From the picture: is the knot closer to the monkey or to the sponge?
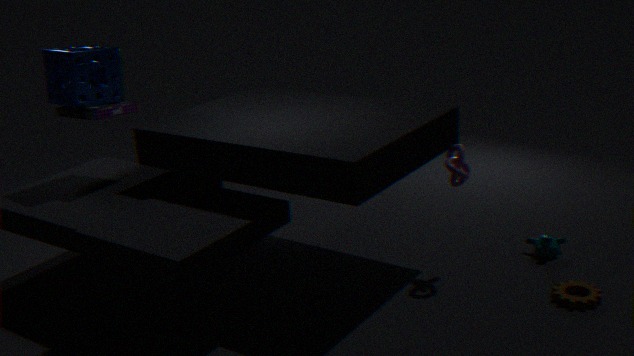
the monkey
